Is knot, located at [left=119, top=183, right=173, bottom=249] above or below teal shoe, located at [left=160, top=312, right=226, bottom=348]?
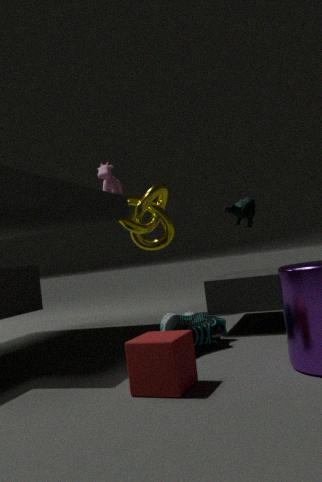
above
